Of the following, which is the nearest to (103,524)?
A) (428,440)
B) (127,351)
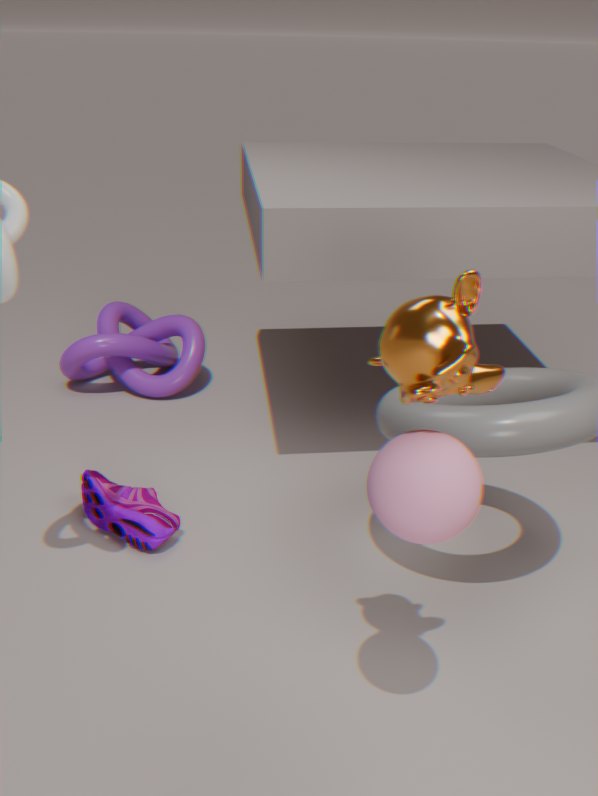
(127,351)
